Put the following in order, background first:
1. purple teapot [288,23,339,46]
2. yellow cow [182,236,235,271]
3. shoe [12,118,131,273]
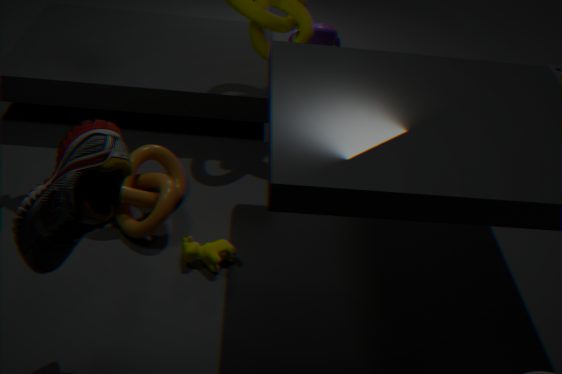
purple teapot [288,23,339,46] → yellow cow [182,236,235,271] → shoe [12,118,131,273]
